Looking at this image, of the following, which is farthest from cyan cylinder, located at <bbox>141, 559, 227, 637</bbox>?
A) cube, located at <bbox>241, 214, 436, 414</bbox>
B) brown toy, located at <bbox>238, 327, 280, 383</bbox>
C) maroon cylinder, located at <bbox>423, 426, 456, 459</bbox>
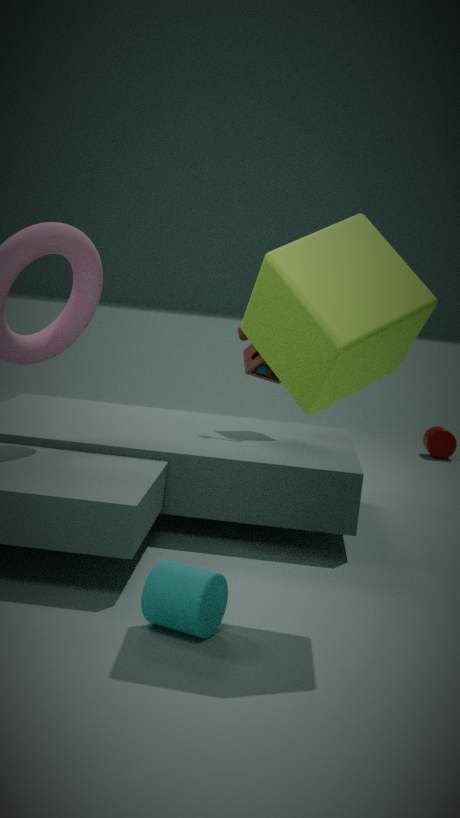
maroon cylinder, located at <bbox>423, 426, 456, 459</bbox>
